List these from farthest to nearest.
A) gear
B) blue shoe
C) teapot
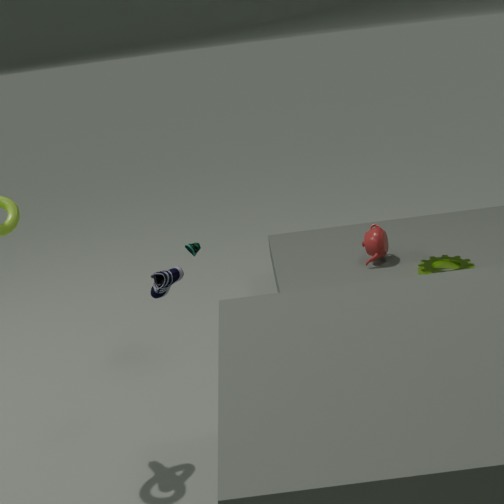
teapot, gear, blue shoe
